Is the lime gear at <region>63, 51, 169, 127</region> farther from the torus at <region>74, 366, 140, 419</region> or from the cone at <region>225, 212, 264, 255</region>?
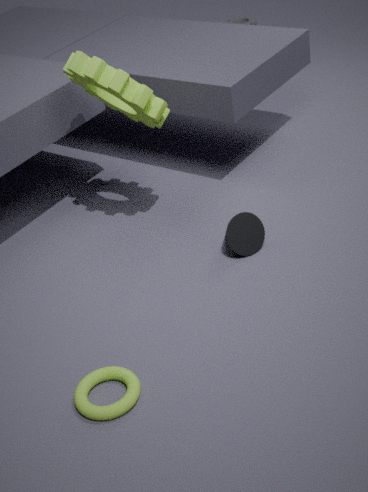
the torus at <region>74, 366, 140, 419</region>
